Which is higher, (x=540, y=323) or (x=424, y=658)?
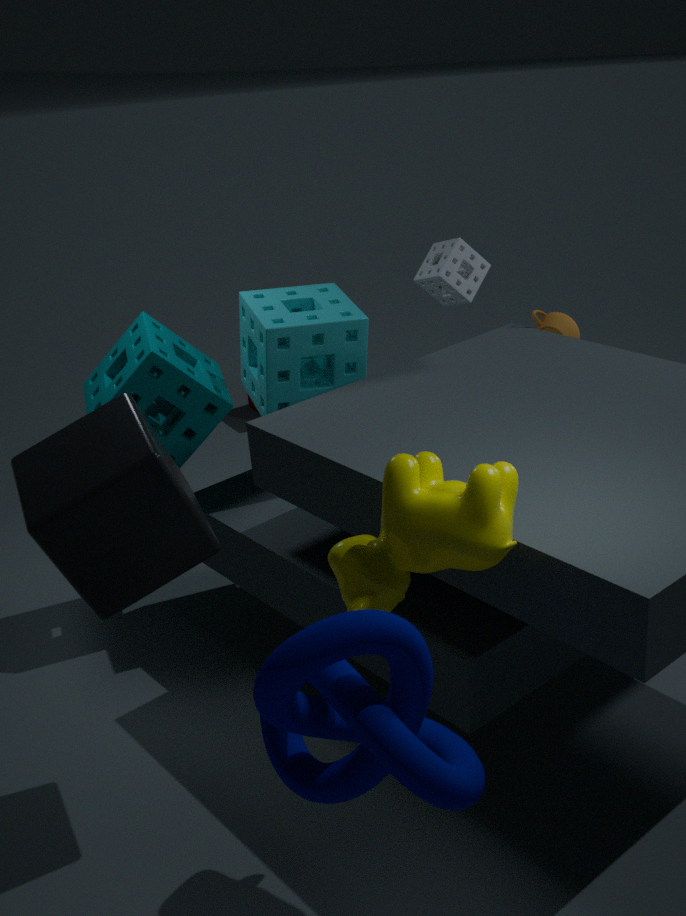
(x=540, y=323)
